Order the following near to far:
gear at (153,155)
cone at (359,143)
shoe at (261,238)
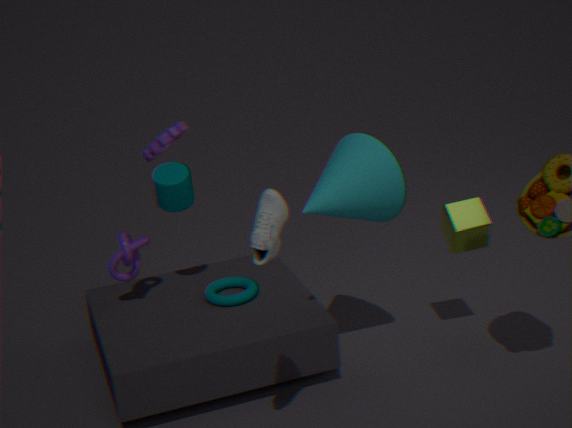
shoe at (261,238) → cone at (359,143) → gear at (153,155)
